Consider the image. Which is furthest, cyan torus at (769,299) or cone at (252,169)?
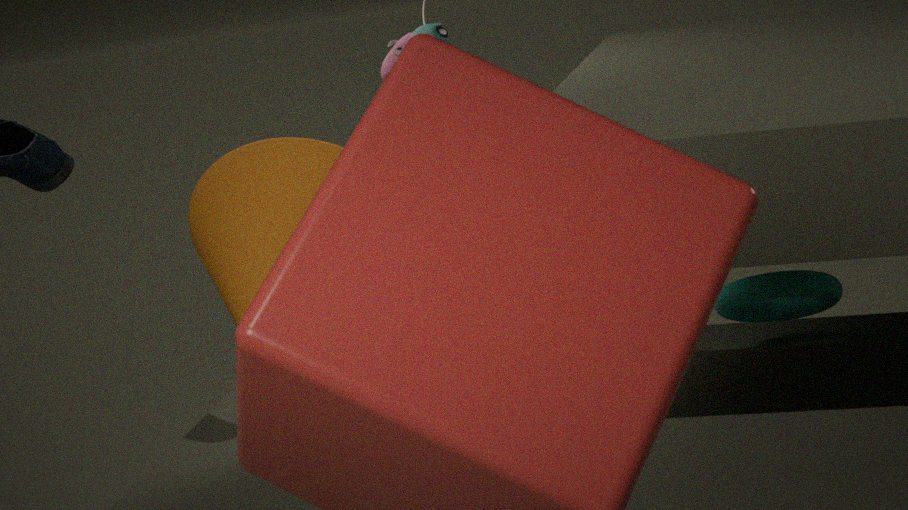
cyan torus at (769,299)
